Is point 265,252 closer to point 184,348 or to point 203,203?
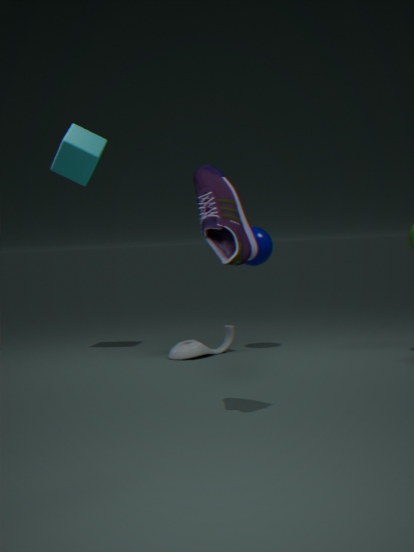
point 184,348
